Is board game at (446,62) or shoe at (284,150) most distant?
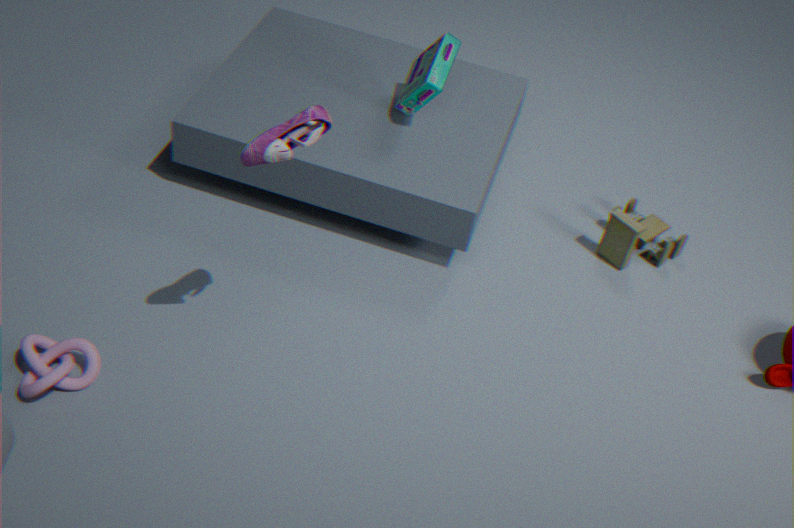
board game at (446,62)
